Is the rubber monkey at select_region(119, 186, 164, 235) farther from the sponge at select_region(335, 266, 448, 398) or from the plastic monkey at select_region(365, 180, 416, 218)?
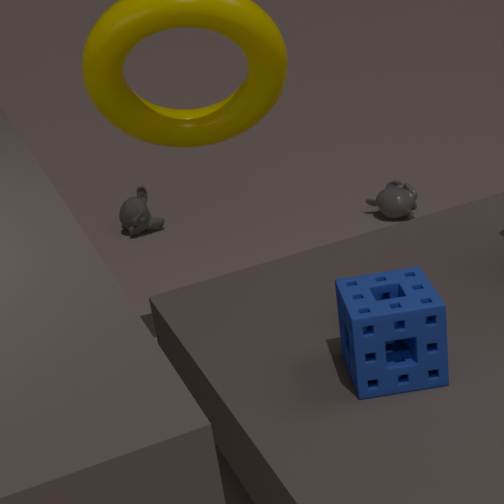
the sponge at select_region(335, 266, 448, 398)
